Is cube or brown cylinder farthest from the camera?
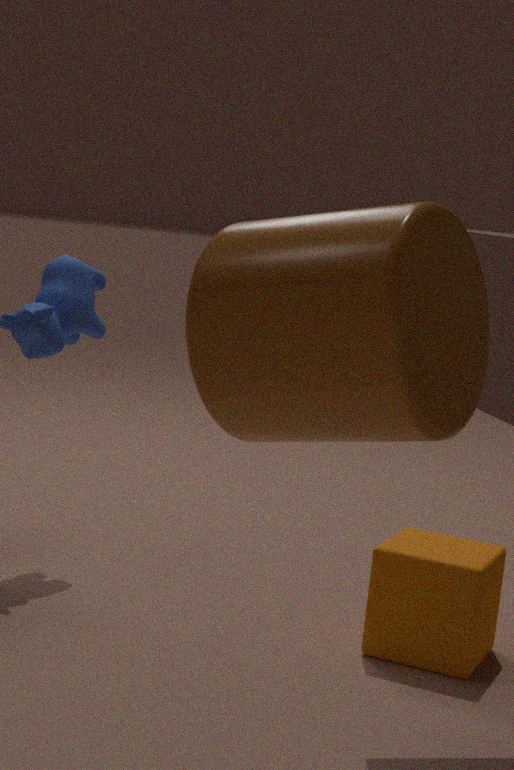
cube
